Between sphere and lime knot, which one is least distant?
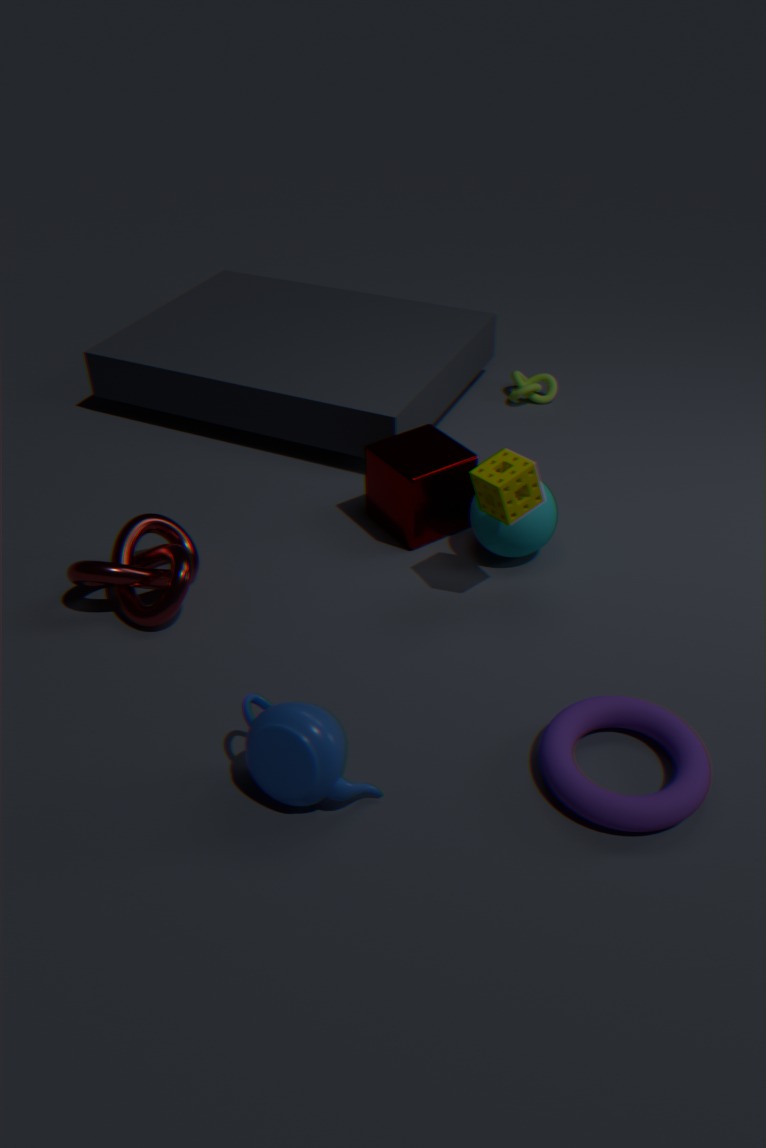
sphere
